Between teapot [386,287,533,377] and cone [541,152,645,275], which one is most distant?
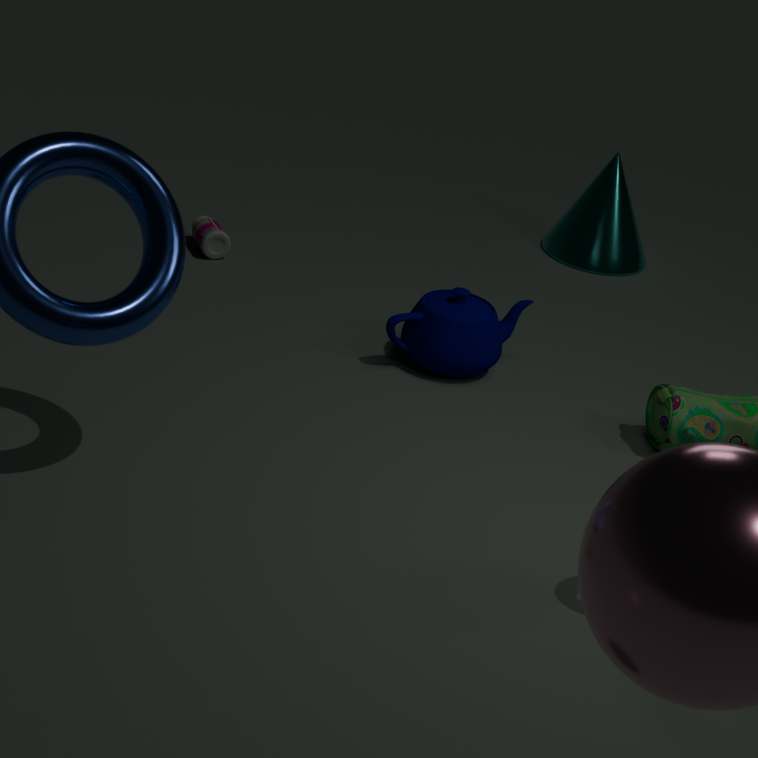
cone [541,152,645,275]
